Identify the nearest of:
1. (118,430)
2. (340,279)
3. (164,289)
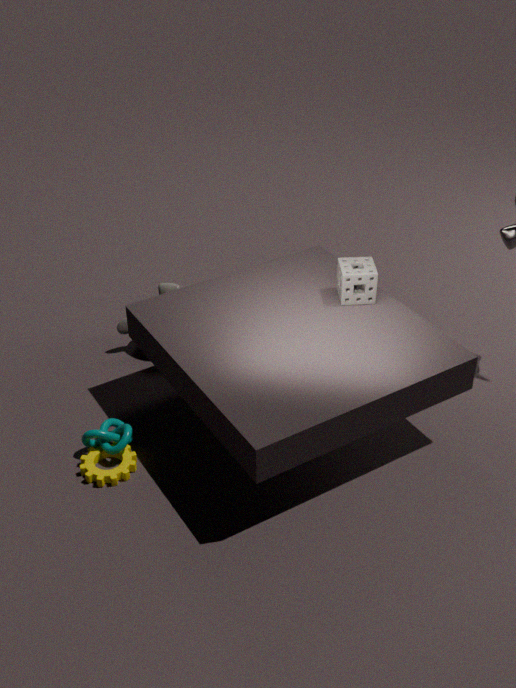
(118,430)
